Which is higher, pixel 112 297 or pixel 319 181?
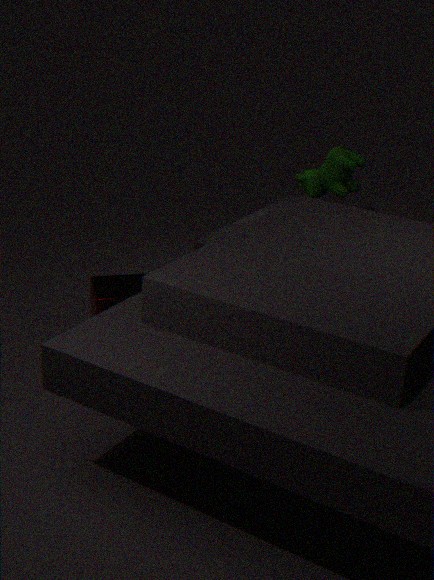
pixel 319 181
